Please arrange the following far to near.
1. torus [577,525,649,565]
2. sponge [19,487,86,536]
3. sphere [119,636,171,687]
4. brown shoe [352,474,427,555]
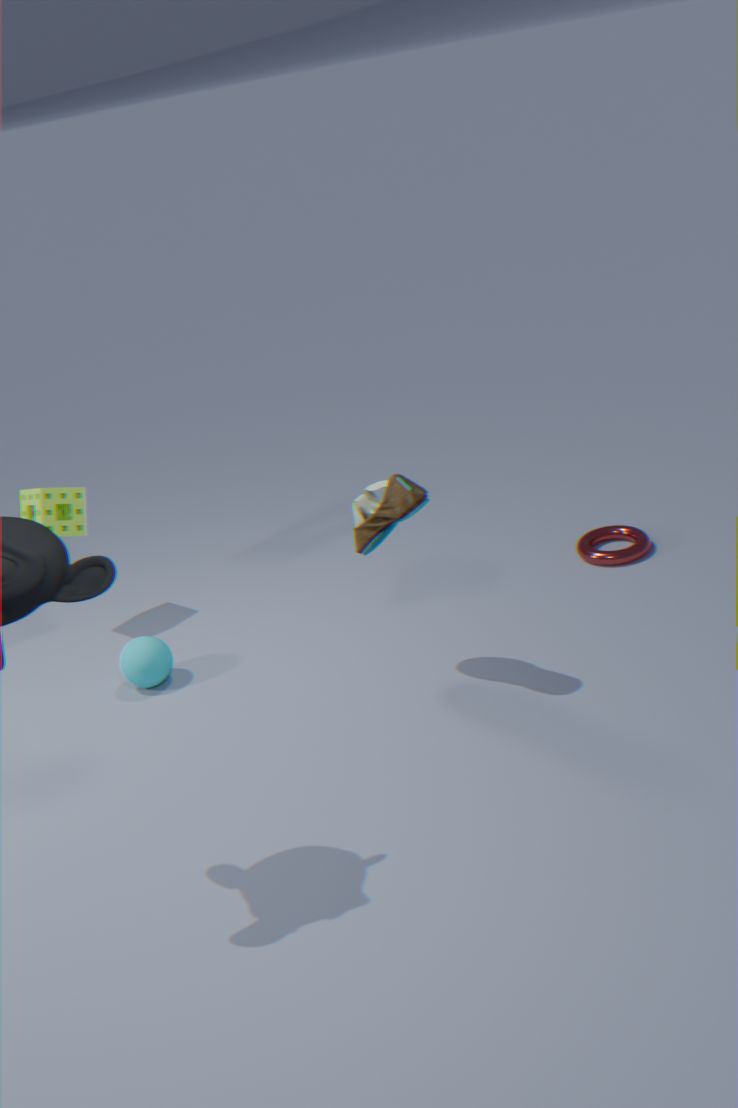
sponge [19,487,86,536]
torus [577,525,649,565]
sphere [119,636,171,687]
brown shoe [352,474,427,555]
